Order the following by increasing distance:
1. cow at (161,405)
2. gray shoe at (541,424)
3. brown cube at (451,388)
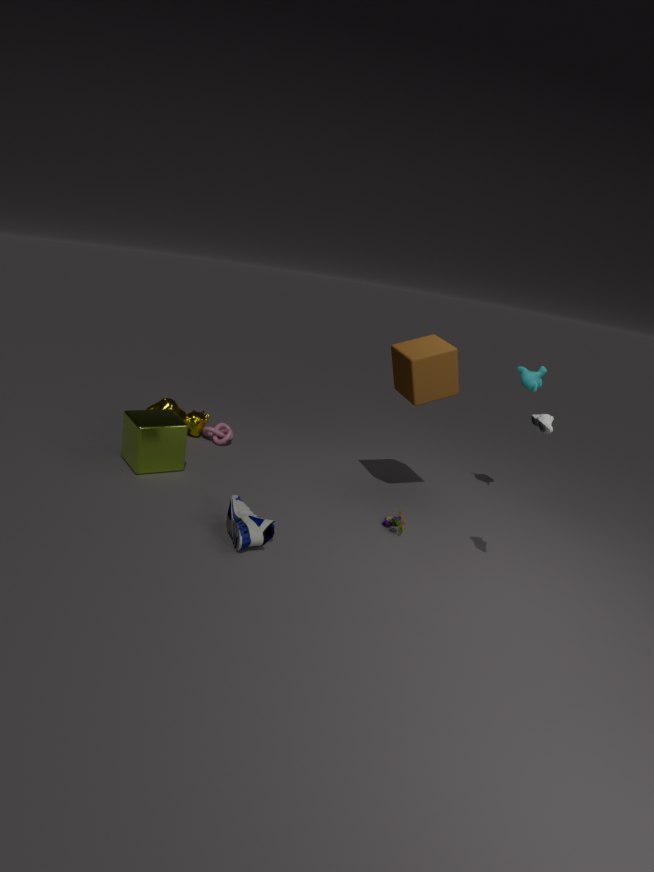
gray shoe at (541,424) → brown cube at (451,388) → cow at (161,405)
